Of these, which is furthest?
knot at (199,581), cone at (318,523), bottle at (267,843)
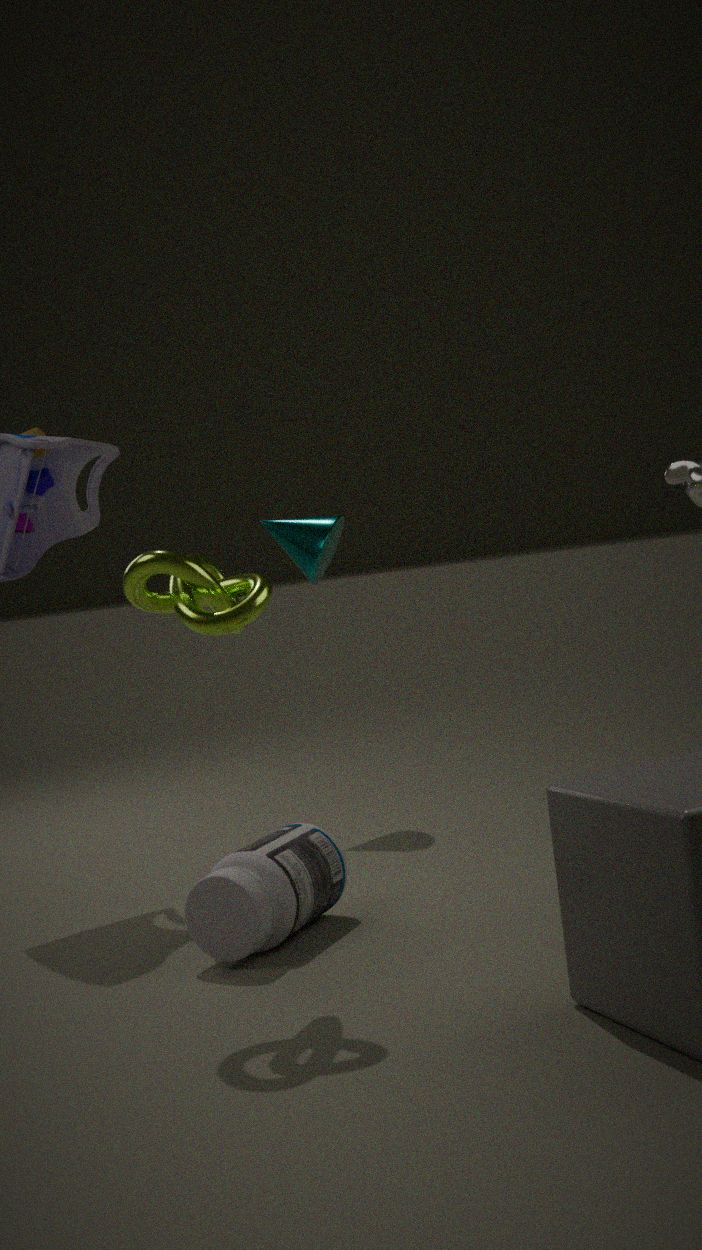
cone at (318,523)
